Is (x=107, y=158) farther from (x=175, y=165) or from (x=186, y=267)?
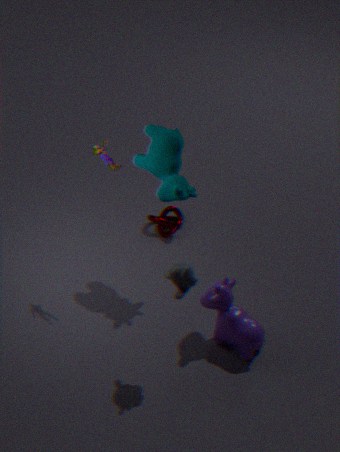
(x=186, y=267)
